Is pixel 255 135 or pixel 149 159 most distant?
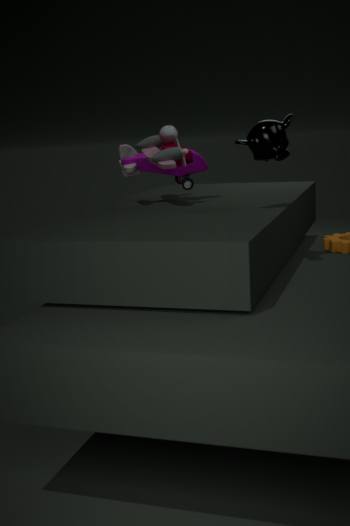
pixel 149 159
